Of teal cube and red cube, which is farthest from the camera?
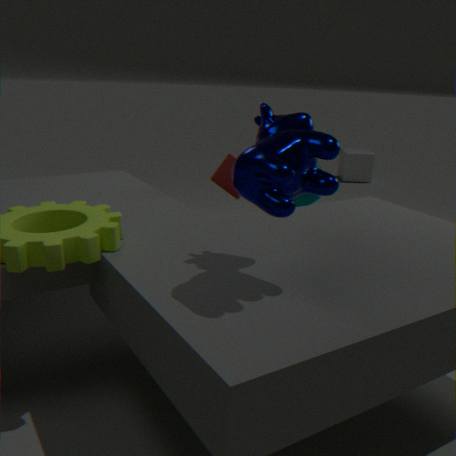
teal cube
